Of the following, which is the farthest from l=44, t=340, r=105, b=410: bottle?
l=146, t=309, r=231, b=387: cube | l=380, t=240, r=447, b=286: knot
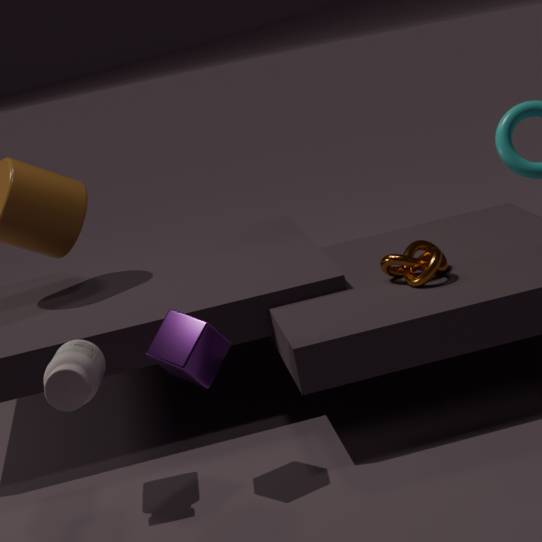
l=380, t=240, r=447, b=286: knot
